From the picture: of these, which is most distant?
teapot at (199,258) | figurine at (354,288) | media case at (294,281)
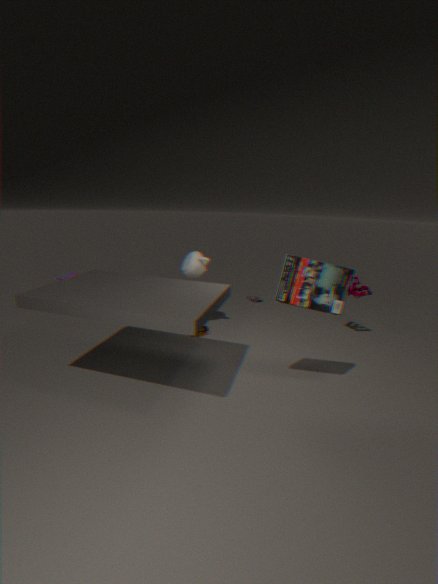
teapot at (199,258)
